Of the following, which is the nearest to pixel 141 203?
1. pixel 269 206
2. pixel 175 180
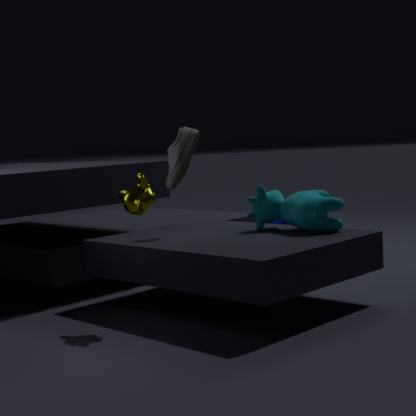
pixel 175 180
